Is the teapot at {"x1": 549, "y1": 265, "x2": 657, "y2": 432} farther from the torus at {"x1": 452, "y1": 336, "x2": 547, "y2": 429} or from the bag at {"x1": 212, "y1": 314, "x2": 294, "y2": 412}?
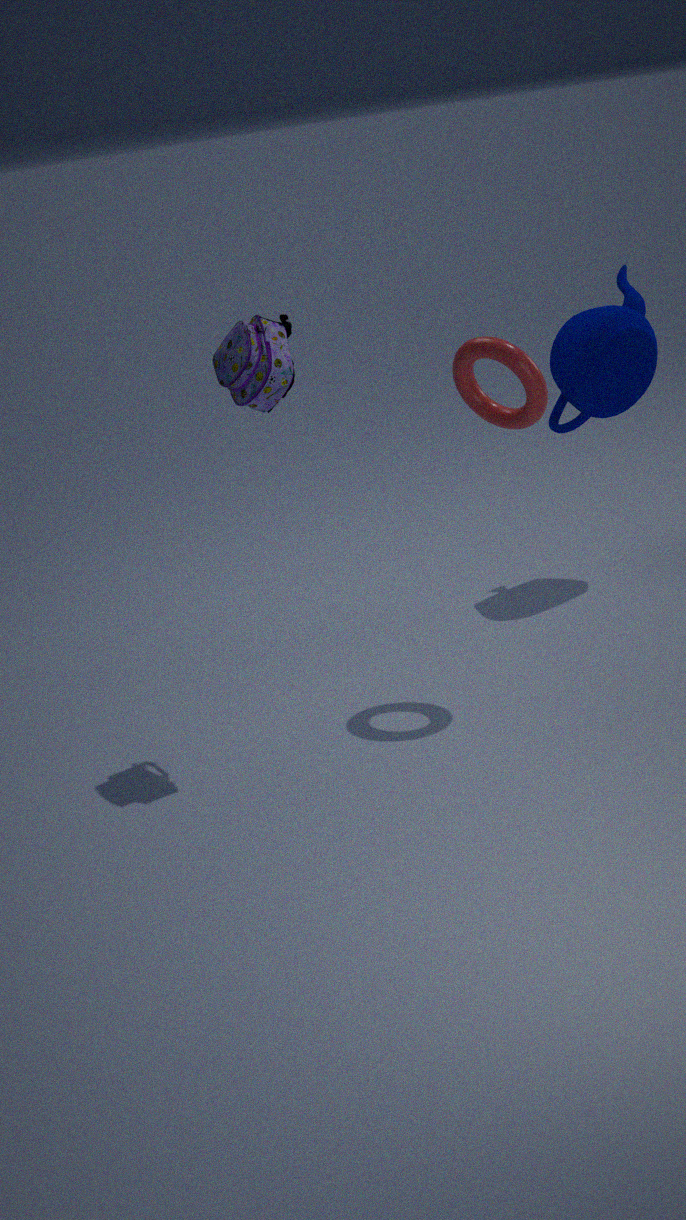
the bag at {"x1": 212, "y1": 314, "x2": 294, "y2": 412}
